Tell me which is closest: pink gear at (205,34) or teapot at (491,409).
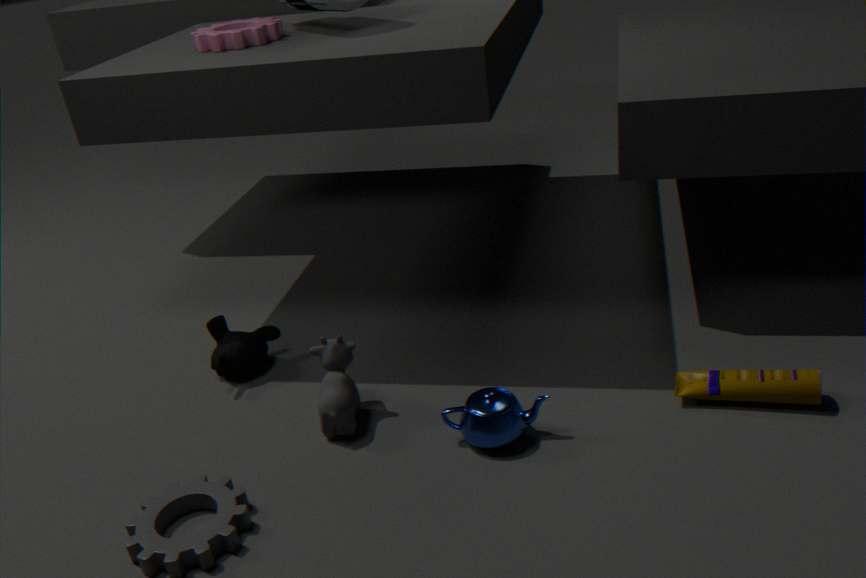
teapot at (491,409)
